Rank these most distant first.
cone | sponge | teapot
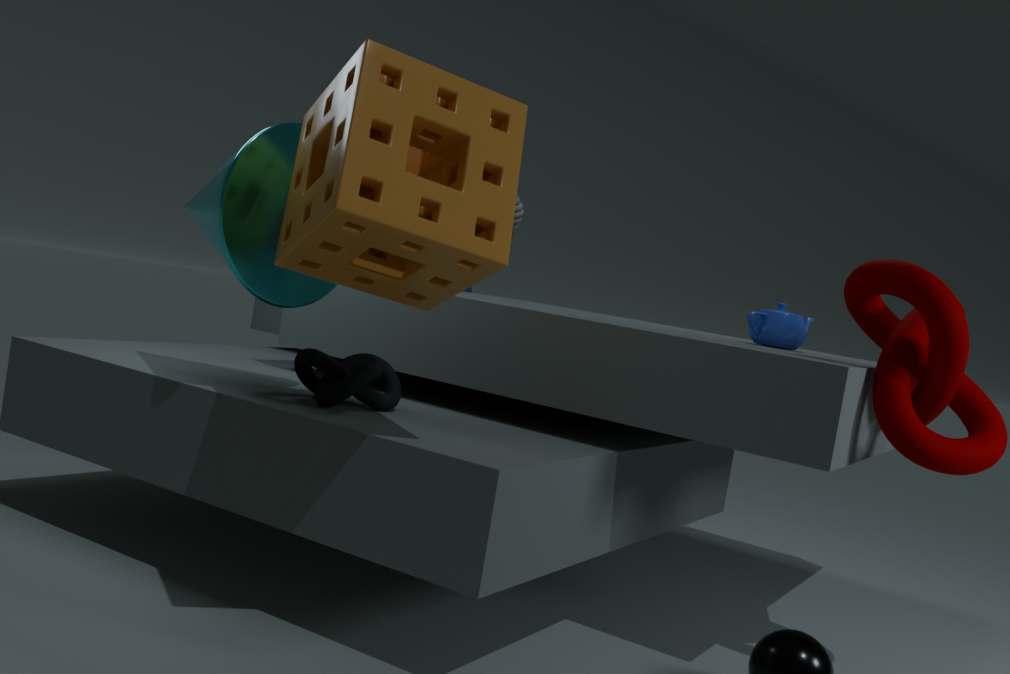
Result: teapot < cone < sponge
